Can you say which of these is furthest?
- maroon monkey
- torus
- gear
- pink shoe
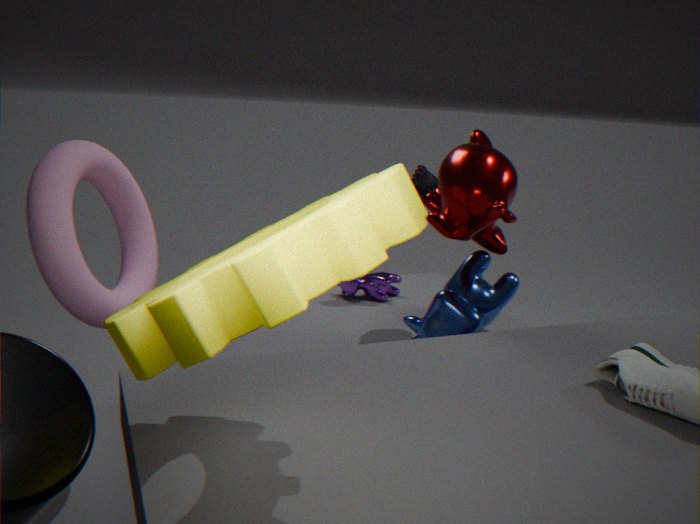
pink shoe
